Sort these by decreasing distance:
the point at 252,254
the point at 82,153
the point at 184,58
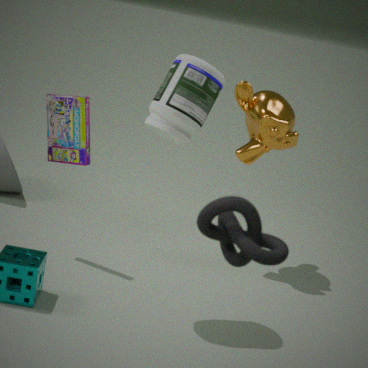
1. the point at 82,153
2. the point at 184,58
3. the point at 252,254
